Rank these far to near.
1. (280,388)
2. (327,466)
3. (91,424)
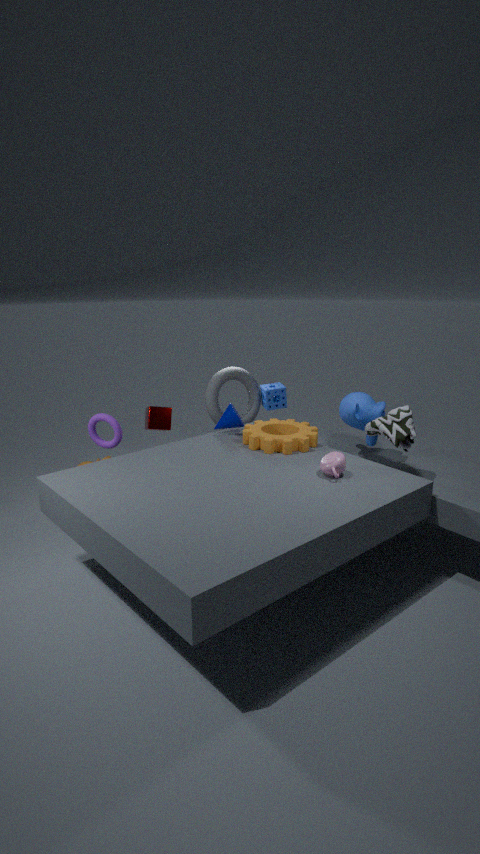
(280,388) → (91,424) → (327,466)
